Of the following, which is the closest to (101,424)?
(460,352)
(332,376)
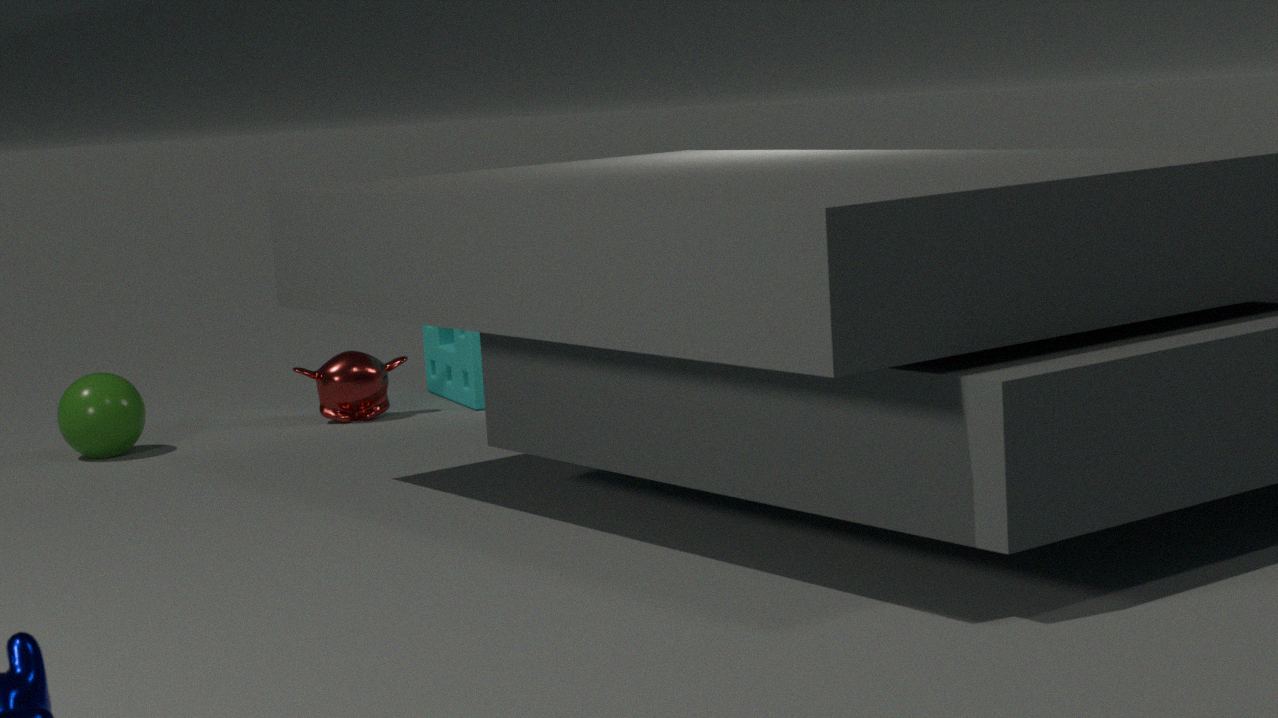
(332,376)
